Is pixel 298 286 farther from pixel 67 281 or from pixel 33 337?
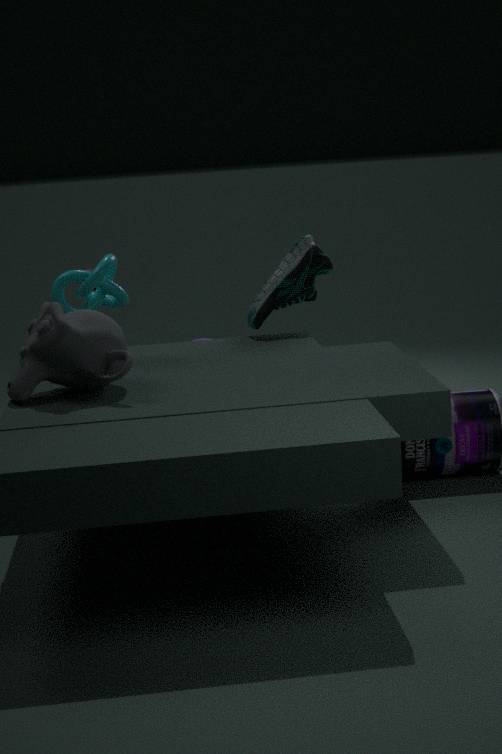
pixel 33 337
